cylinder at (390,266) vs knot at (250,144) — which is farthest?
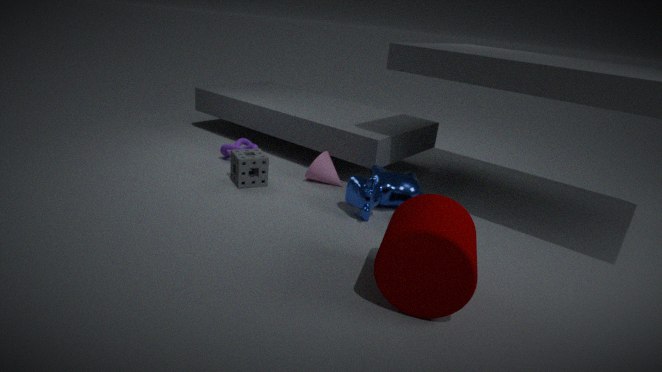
knot at (250,144)
